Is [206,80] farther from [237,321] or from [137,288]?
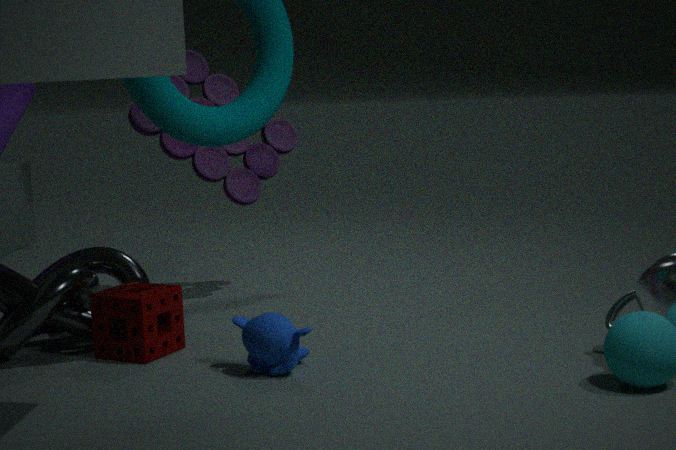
[237,321]
